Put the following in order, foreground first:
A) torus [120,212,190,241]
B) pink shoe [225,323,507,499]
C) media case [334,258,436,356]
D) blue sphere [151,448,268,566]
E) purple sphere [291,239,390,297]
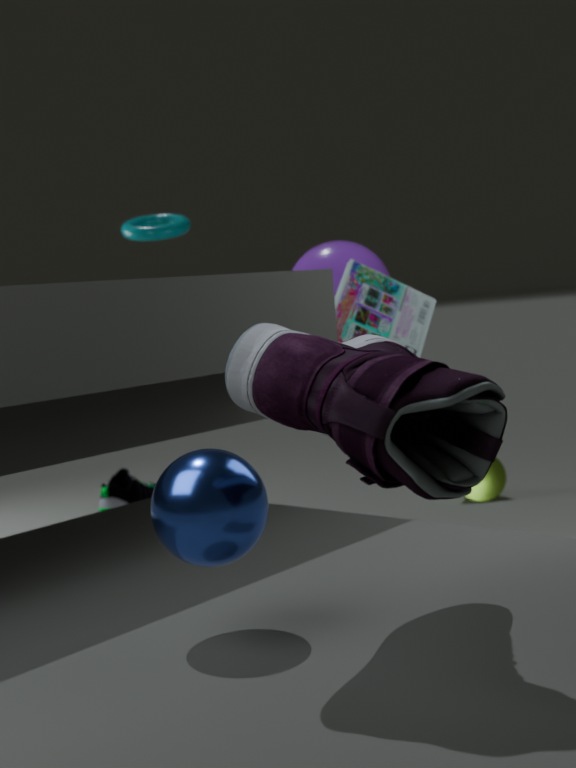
pink shoe [225,323,507,499], blue sphere [151,448,268,566], media case [334,258,436,356], purple sphere [291,239,390,297], torus [120,212,190,241]
